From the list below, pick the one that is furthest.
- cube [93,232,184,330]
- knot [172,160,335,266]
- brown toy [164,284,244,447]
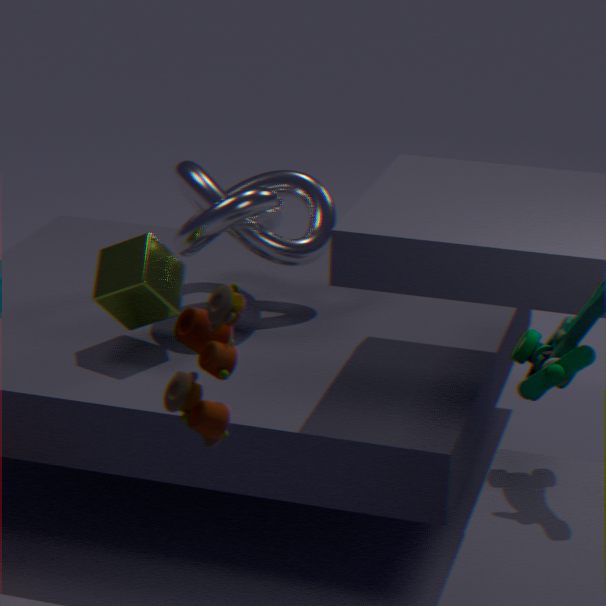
knot [172,160,335,266]
